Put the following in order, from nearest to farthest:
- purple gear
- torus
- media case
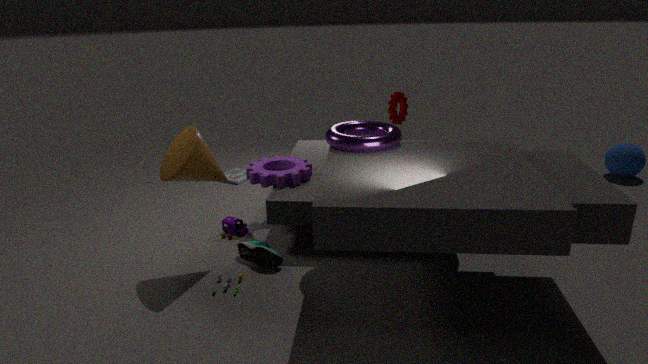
1. torus
2. purple gear
3. media case
